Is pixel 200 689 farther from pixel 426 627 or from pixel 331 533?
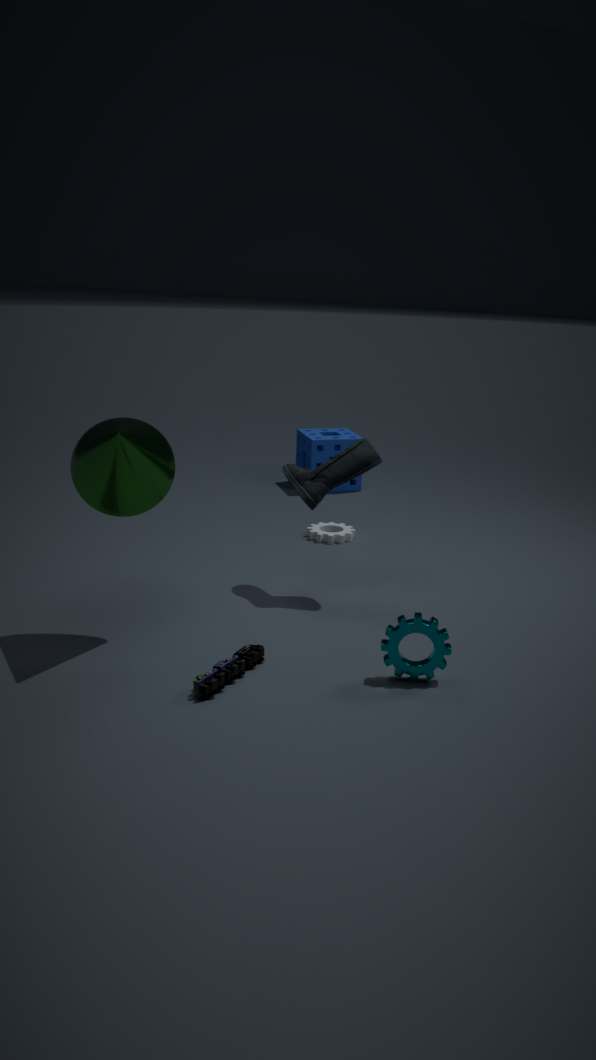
pixel 331 533
